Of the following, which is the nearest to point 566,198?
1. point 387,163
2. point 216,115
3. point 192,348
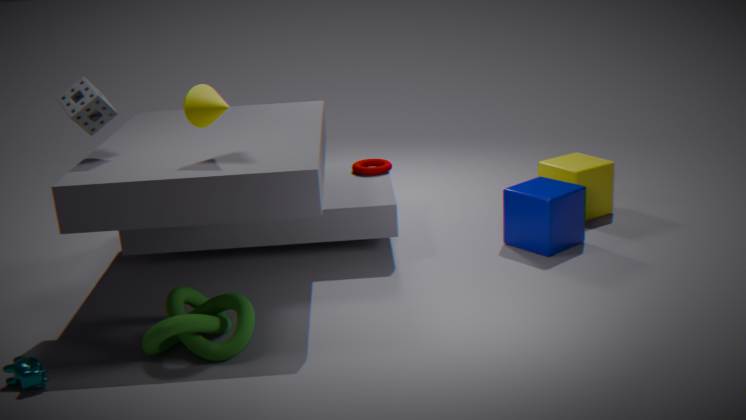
point 387,163
